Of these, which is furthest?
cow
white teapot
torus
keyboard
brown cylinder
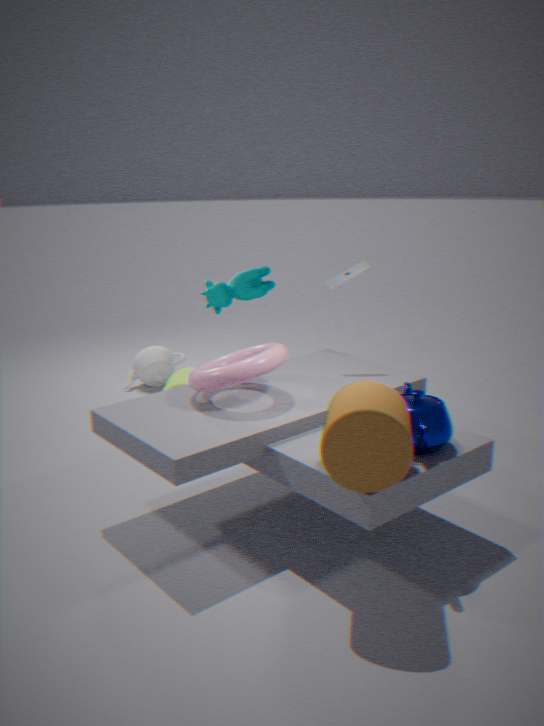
white teapot
